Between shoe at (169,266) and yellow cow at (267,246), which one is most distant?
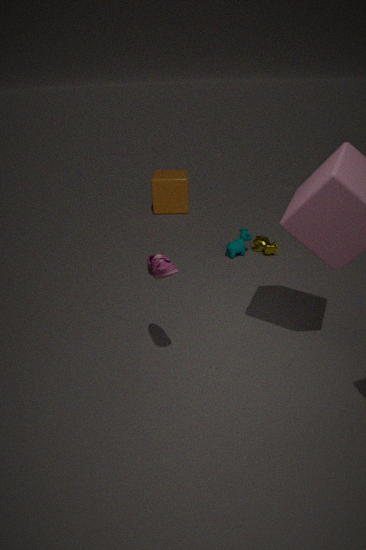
yellow cow at (267,246)
